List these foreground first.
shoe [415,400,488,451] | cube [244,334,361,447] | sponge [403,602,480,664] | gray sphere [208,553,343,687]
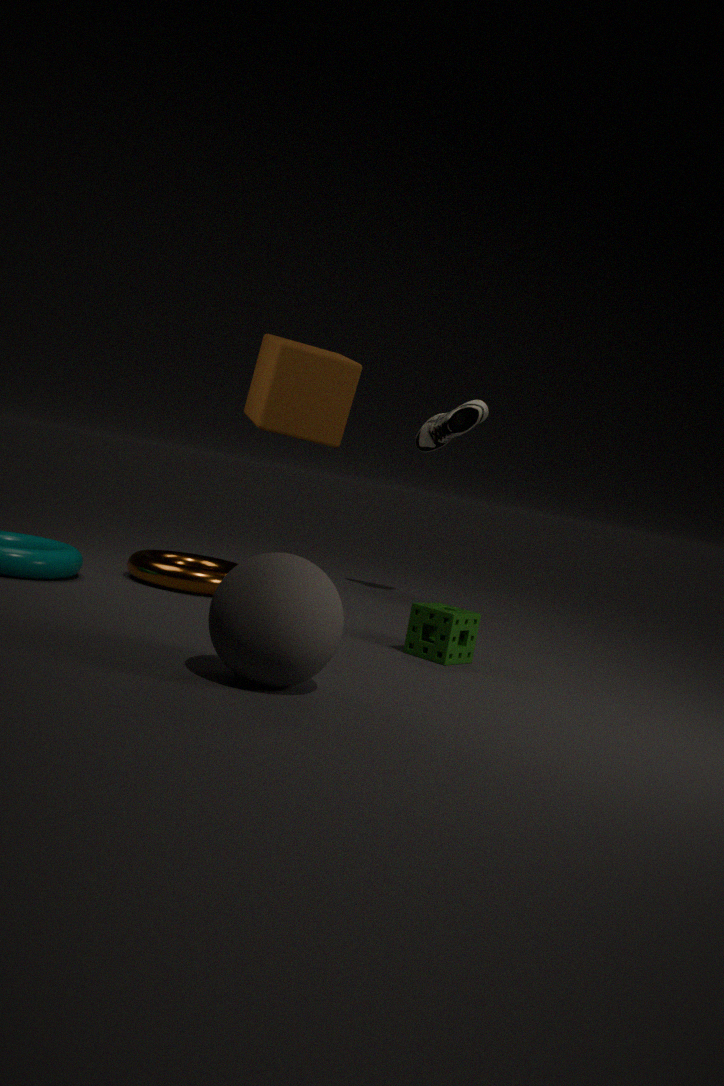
gray sphere [208,553,343,687] < sponge [403,602,480,664] < cube [244,334,361,447] < shoe [415,400,488,451]
